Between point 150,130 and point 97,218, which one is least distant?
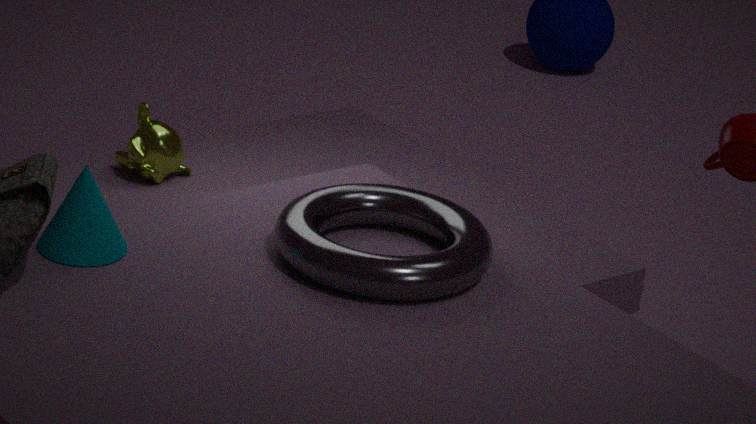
point 97,218
